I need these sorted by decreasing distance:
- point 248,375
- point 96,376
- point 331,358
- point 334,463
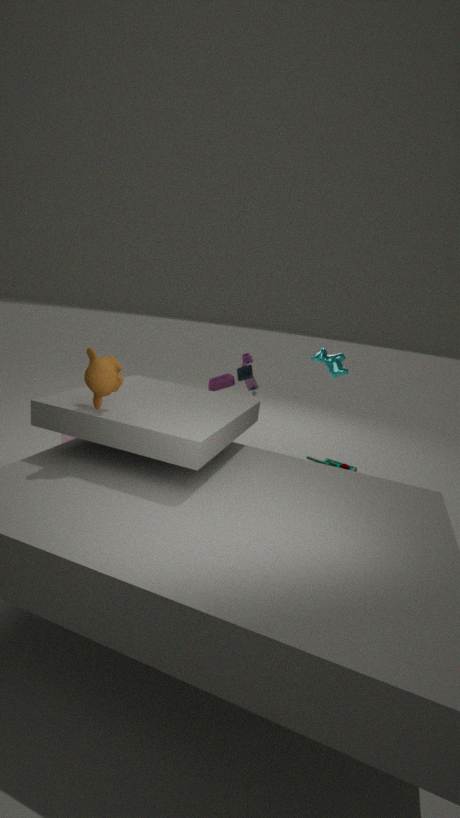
point 334,463 → point 248,375 → point 331,358 → point 96,376
